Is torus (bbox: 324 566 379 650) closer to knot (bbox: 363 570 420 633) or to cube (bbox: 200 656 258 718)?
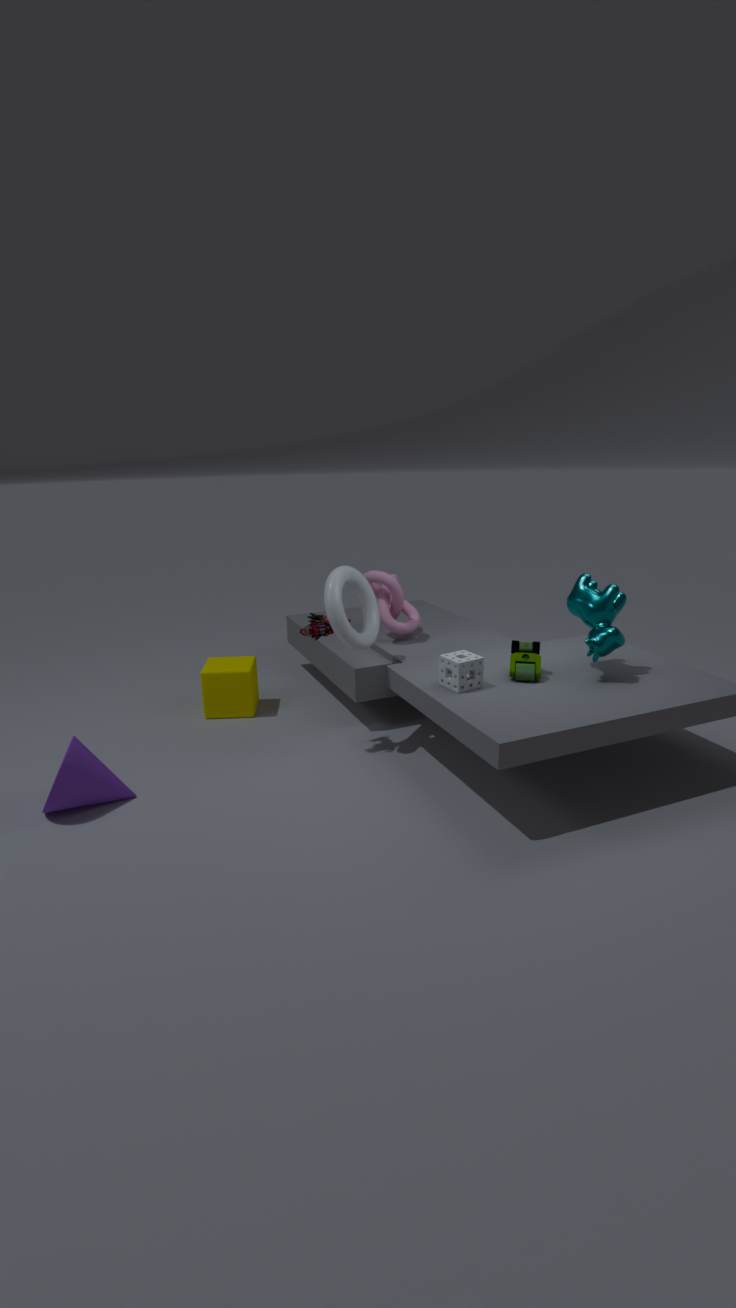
knot (bbox: 363 570 420 633)
